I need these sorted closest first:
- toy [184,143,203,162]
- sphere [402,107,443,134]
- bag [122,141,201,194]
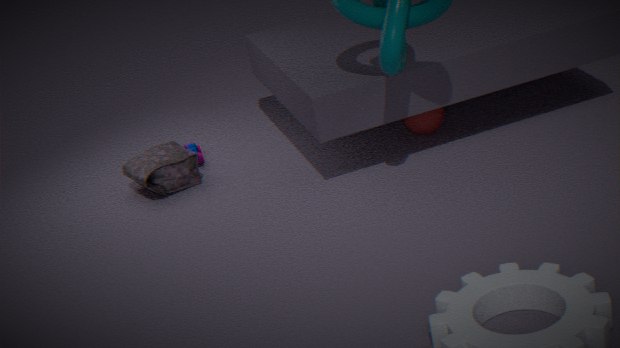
bag [122,141,201,194] < sphere [402,107,443,134] < toy [184,143,203,162]
